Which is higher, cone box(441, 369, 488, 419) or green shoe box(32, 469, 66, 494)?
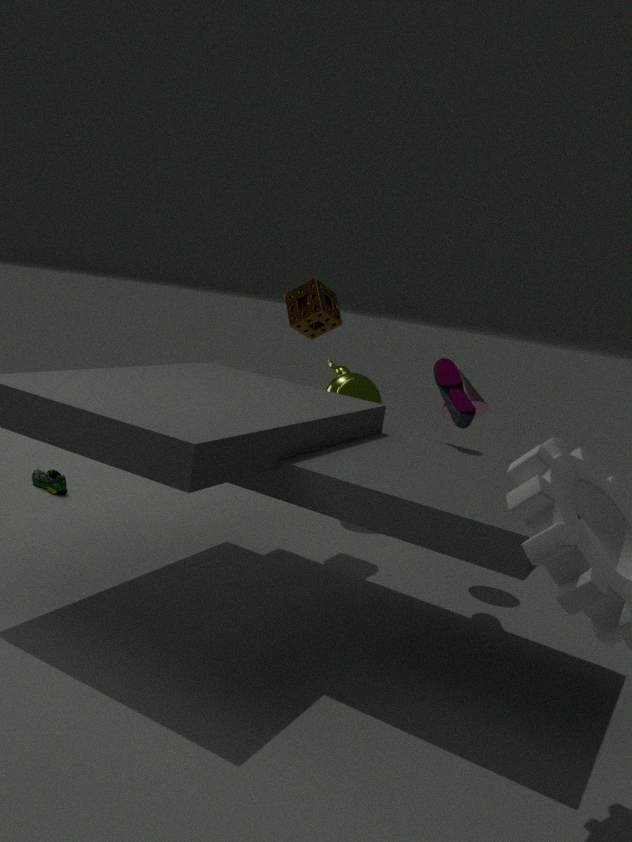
cone box(441, 369, 488, 419)
